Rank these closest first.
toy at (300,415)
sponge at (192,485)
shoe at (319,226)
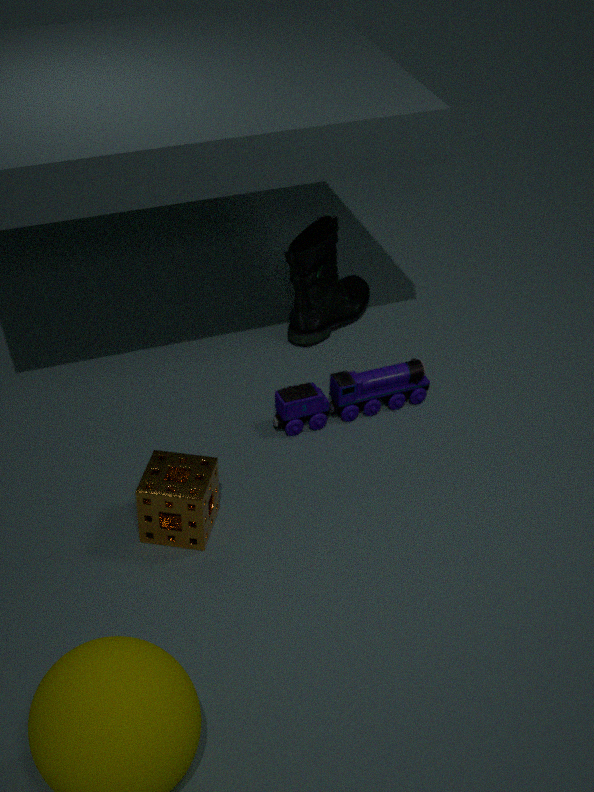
sponge at (192,485) → toy at (300,415) → shoe at (319,226)
